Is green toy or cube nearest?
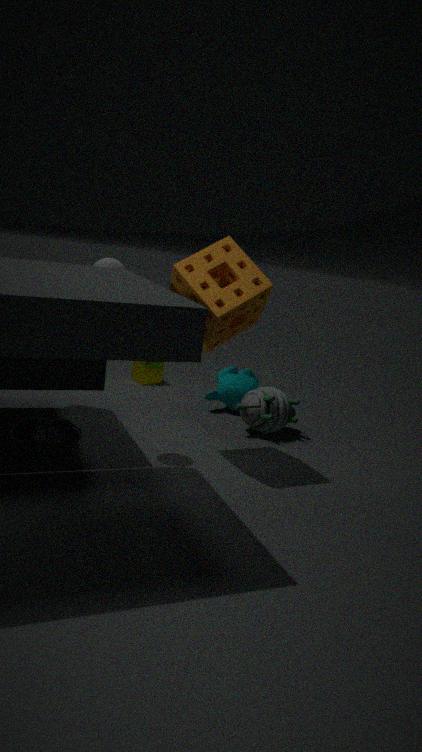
green toy
